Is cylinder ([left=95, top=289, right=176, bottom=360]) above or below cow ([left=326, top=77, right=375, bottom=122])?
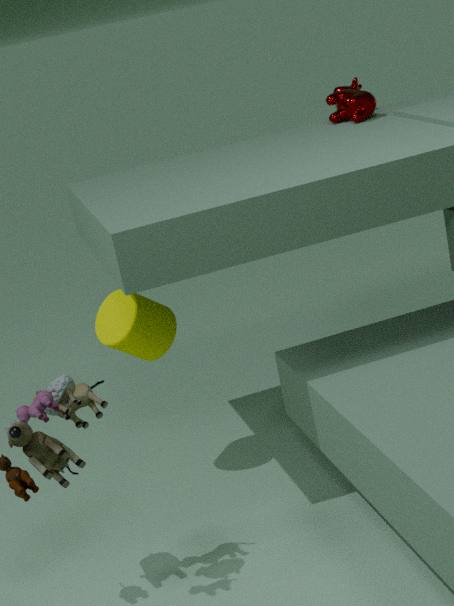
below
